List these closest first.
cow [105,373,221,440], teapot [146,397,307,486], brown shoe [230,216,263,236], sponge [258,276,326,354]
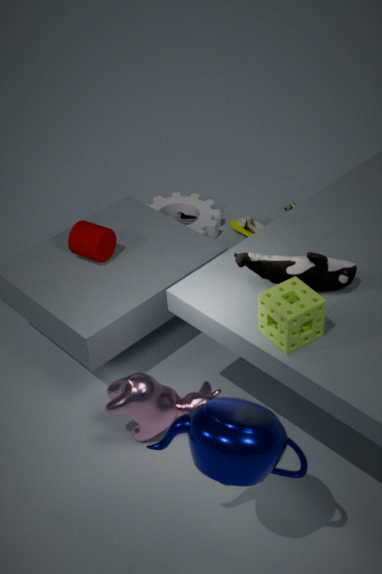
teapot [146,397,307,486], sponge [258,276,326,354], cow [105,373,221,440], brown shoe [230,216,263,236]
